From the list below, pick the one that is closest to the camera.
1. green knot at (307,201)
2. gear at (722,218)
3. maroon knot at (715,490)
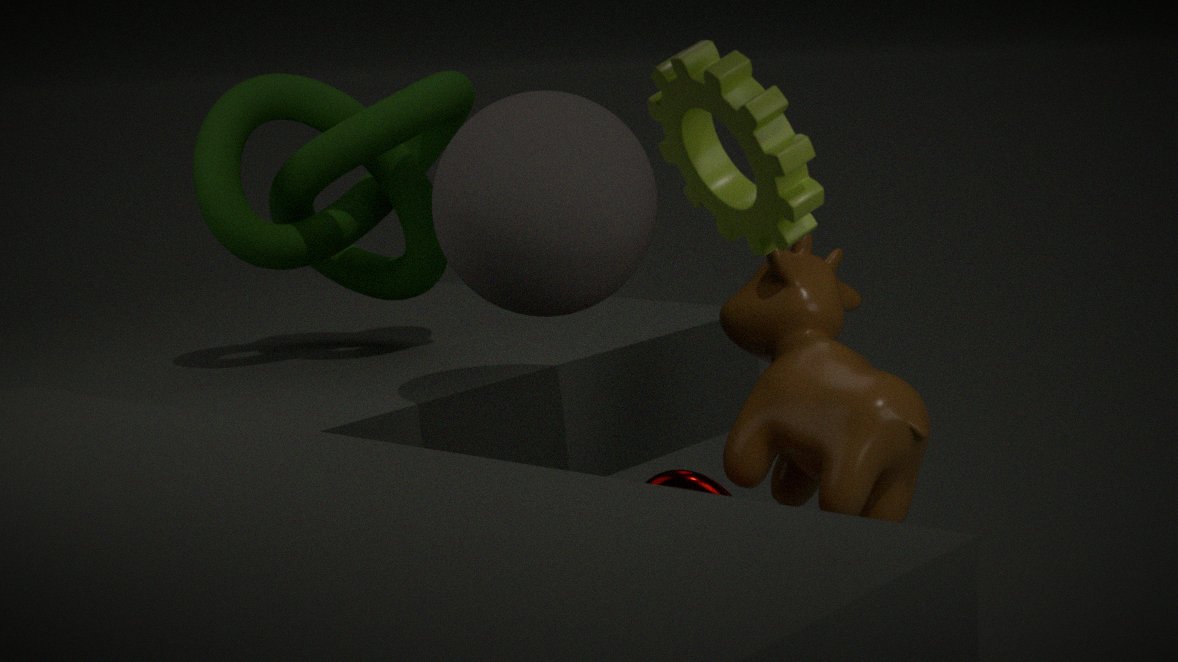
gear at (722,218)
